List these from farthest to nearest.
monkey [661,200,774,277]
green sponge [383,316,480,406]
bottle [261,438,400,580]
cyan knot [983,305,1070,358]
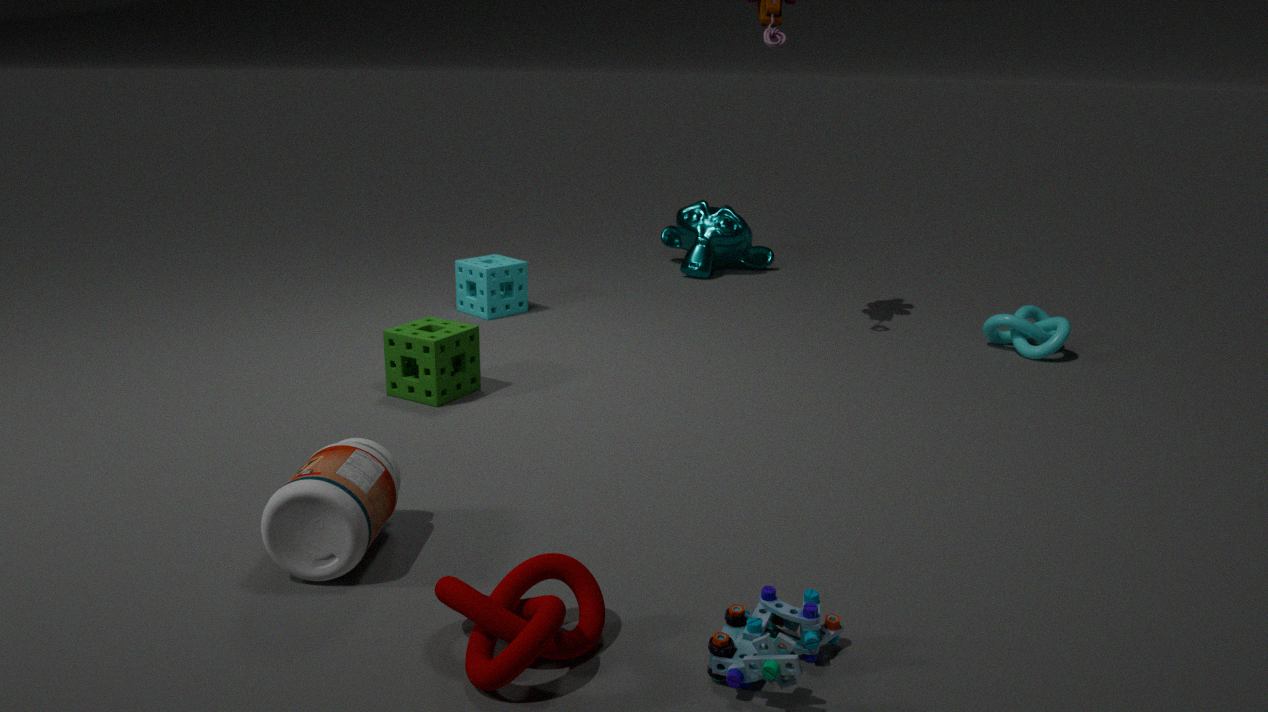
1. monkey [661,200,774,277]
2. cyan knot [983,305,1070,358]
3. green sponge [383,316,480,406]
4. bottle [261,438,400,580]
